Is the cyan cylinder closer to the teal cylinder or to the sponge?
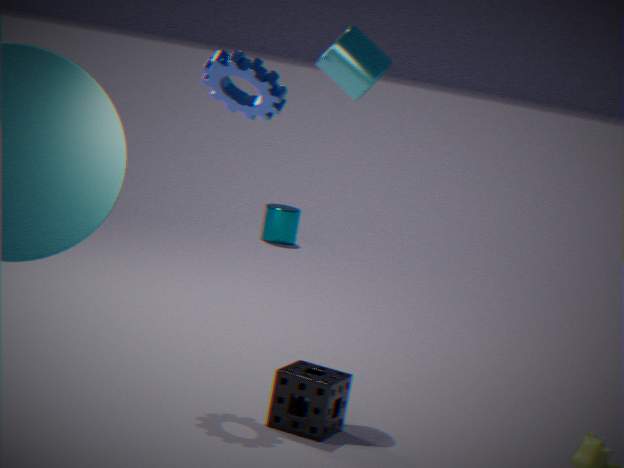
the sponge
